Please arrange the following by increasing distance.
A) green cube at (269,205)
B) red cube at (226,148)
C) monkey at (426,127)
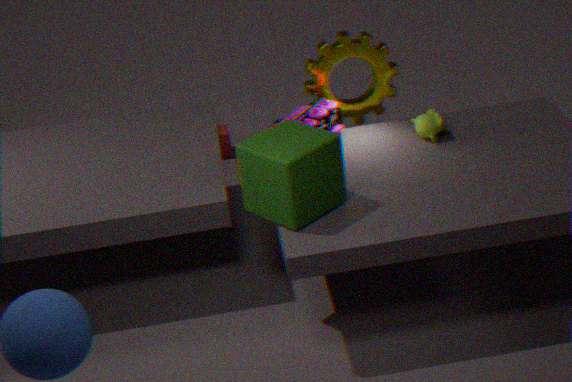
green cube at (269,205), monkey at (426,127), red cube at (226,148)
